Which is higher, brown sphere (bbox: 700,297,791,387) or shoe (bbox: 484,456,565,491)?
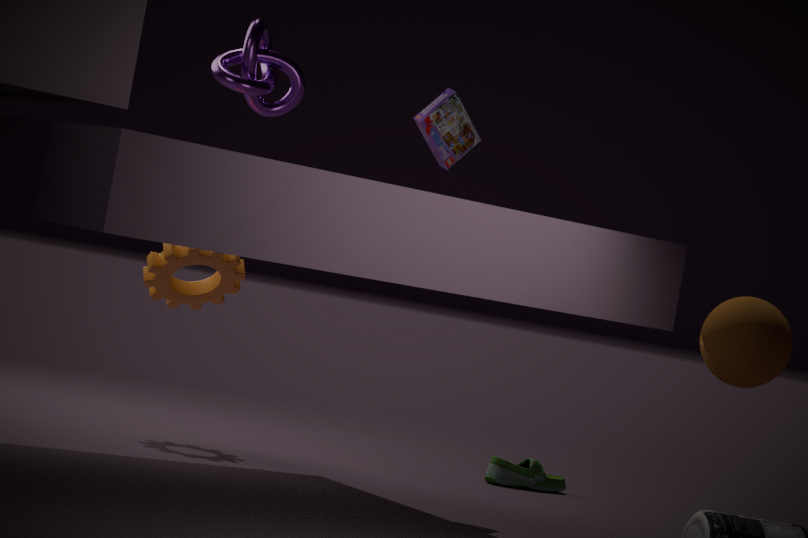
brown sphere (bbox: 700,297,791,387)
